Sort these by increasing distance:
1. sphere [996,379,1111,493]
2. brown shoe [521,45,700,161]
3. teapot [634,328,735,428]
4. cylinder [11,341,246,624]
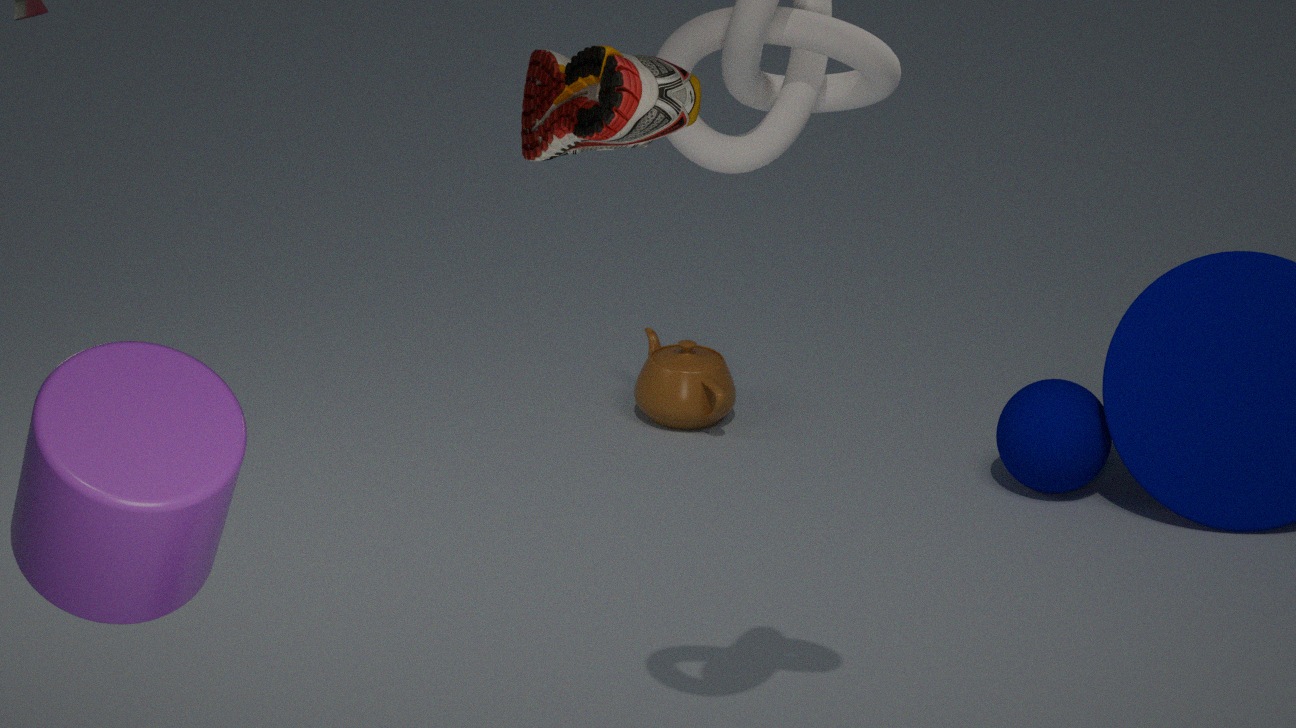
cylinder [11,341,246,624] → brown shoe [521,45,700,161] → sphere [996,379,1111,493] → teapot [634,328,735,428]
